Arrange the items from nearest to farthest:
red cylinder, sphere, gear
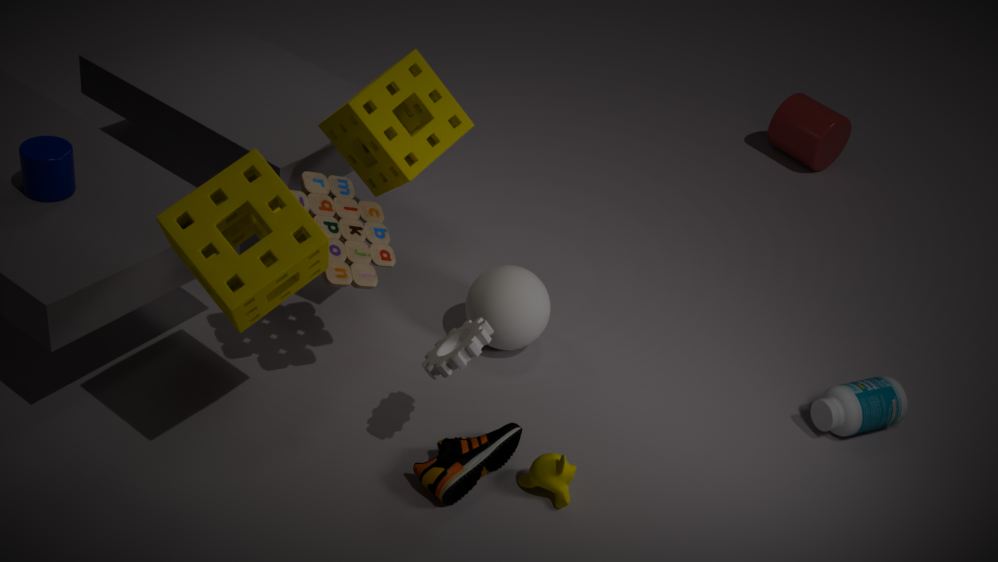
gear, sphere, red cylinder
